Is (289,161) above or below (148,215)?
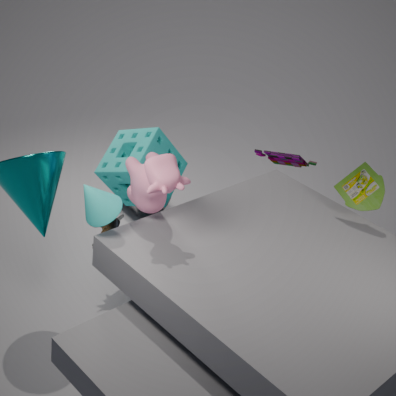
above
